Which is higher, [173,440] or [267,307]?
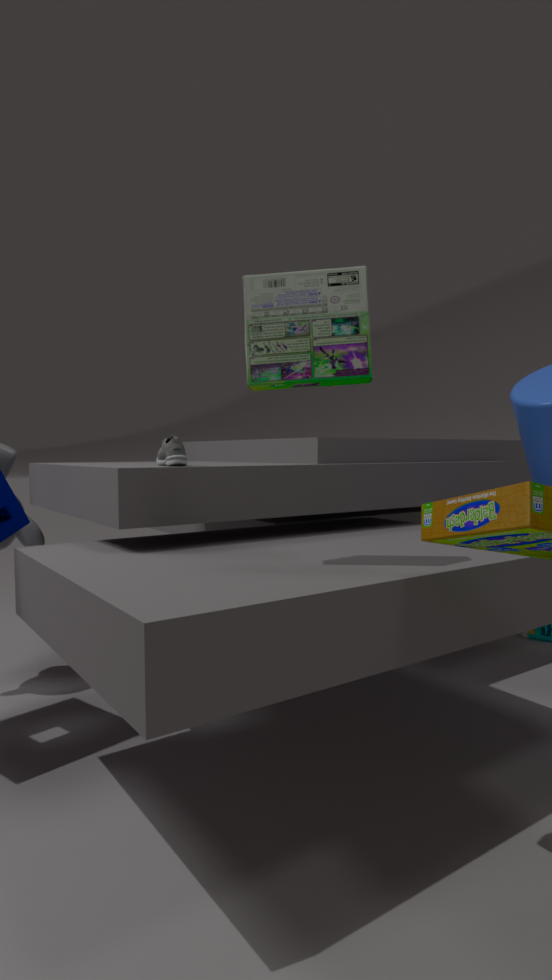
[267,307]
